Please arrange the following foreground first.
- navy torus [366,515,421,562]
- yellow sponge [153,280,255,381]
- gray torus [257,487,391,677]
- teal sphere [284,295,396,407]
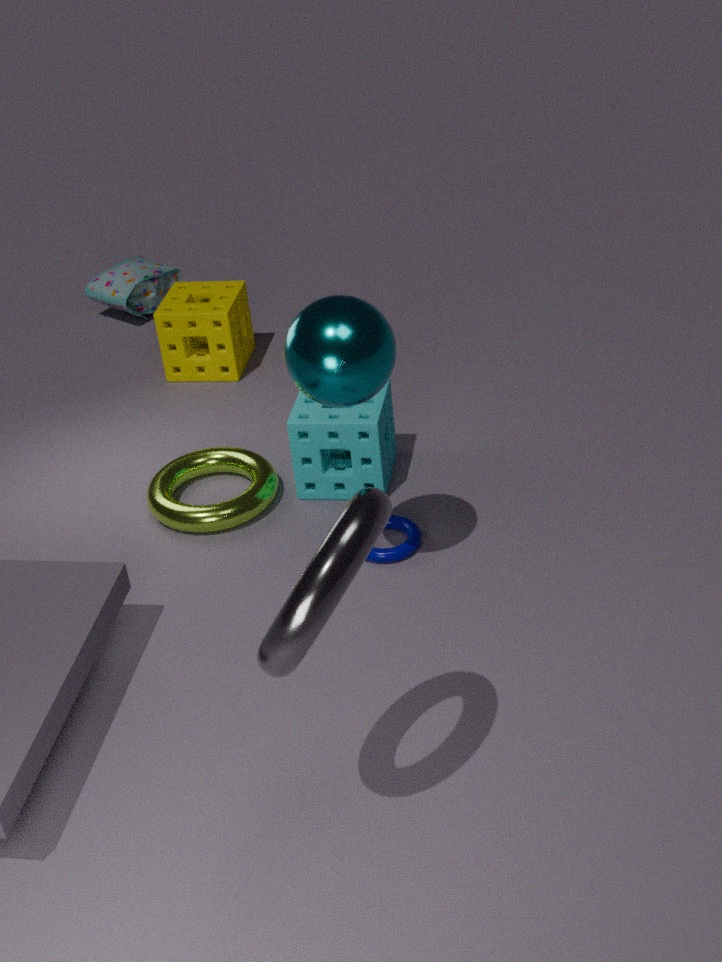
1. gray torus [257,487,391,677]
2. teal sphere [284,295,396,407]
3. navy torus [366,515,421,562]
4. yellow sponge [153,280,255,381]
